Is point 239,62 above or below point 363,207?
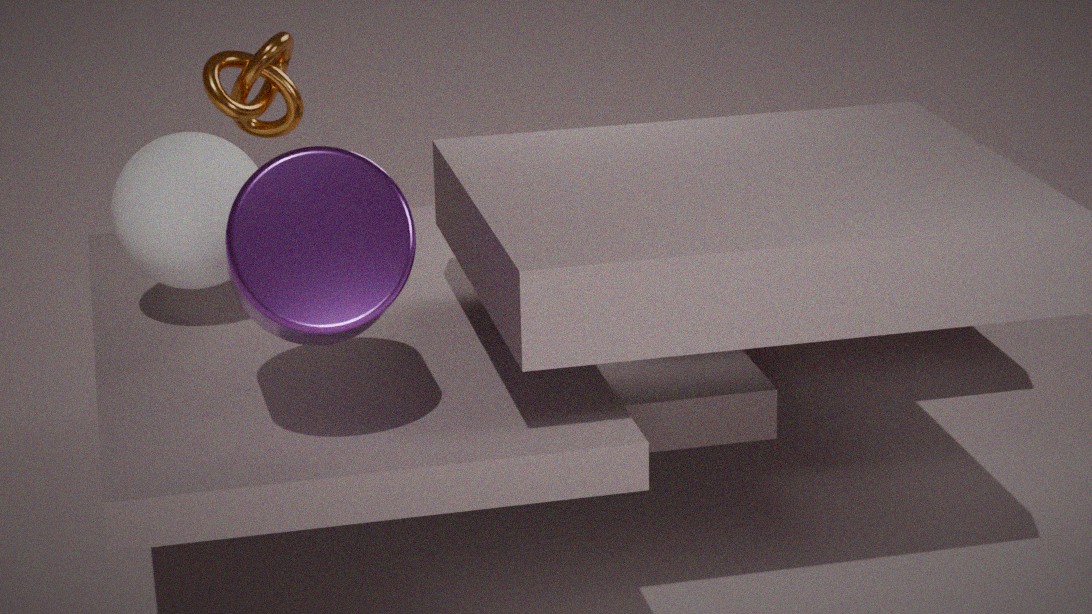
above
